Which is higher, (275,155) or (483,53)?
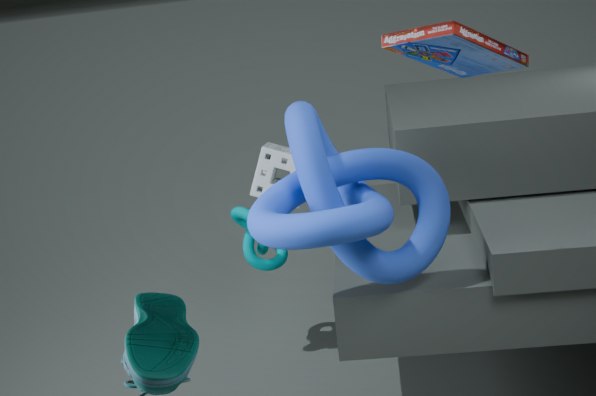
(483,53)
